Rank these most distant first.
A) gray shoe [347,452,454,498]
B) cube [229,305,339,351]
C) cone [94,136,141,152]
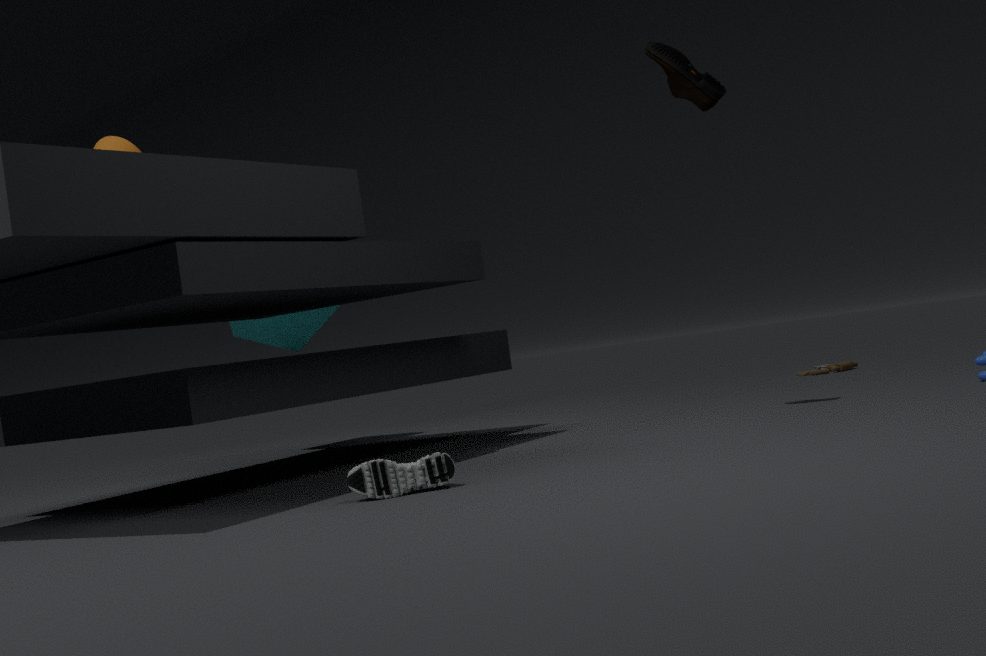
cube [229,305,339,351] → cone [94,136,141,152] → gray shoe [347,452,454,498]
